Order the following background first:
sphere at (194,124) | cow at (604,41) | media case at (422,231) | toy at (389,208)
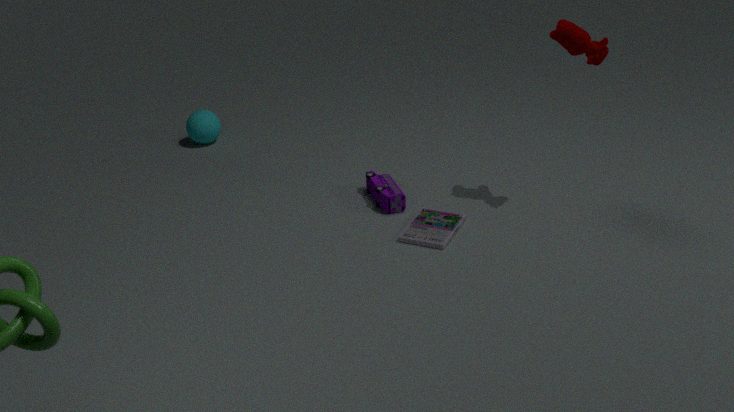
1. sphere at (194,124)
2. toy at (389,208)
3. media case at (422,231)
4. cow at (604,41)
